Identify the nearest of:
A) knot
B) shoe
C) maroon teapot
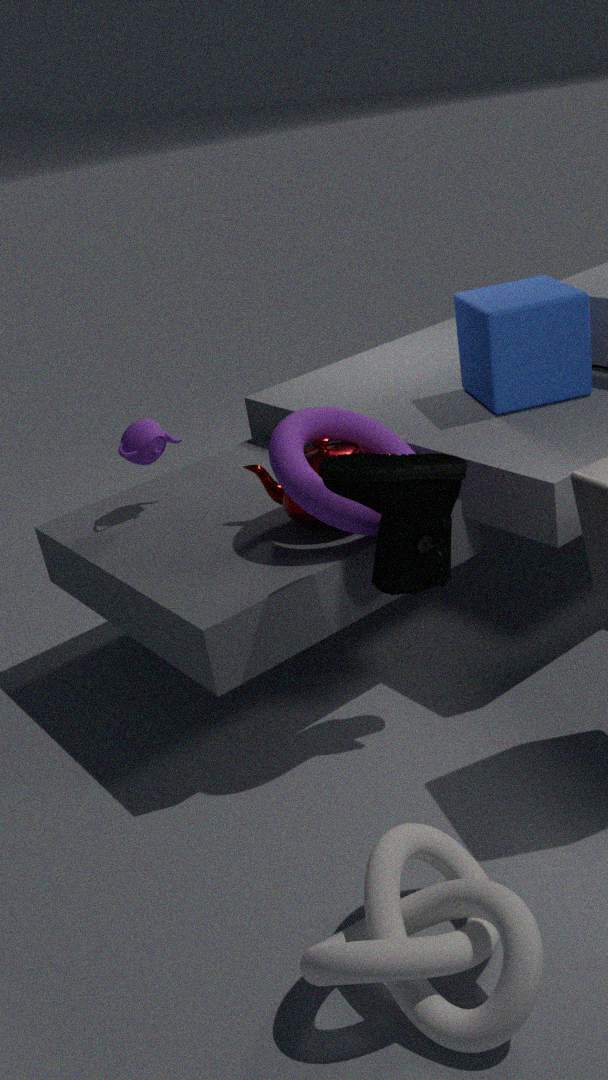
knot
